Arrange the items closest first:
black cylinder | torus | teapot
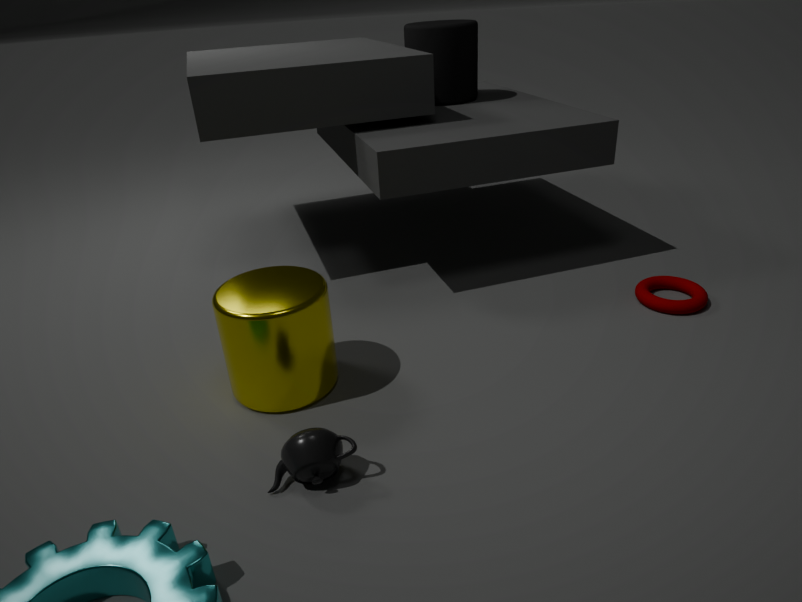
teapot < torus < black cylinder
